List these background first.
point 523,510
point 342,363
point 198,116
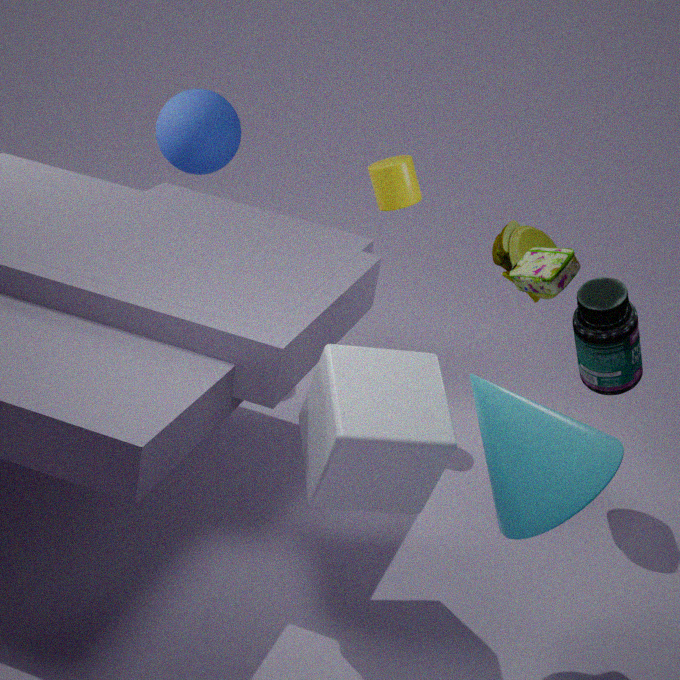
point 198,116 < point 342,363 < point 523,510
